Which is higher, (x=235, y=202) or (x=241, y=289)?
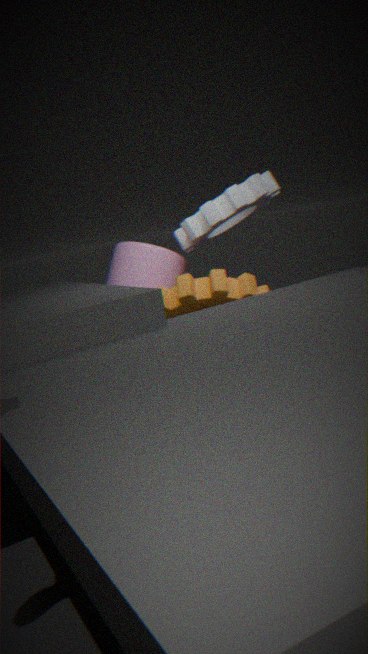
(x=235, y=202)
